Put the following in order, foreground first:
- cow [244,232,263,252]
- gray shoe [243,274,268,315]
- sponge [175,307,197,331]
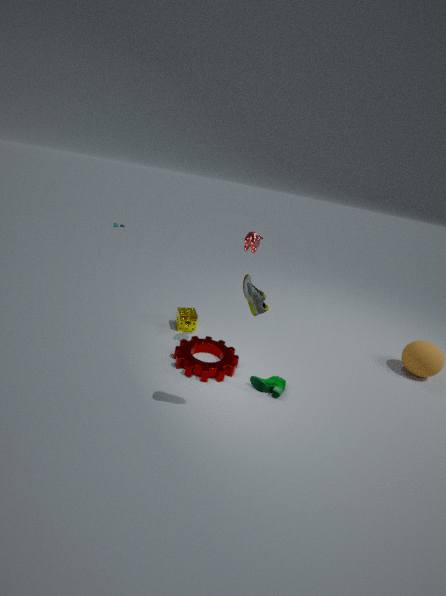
1. gray shoe [243,274,268,315]
2. cow [244,232,263,252]
3. sponge [175,307,197,331]
